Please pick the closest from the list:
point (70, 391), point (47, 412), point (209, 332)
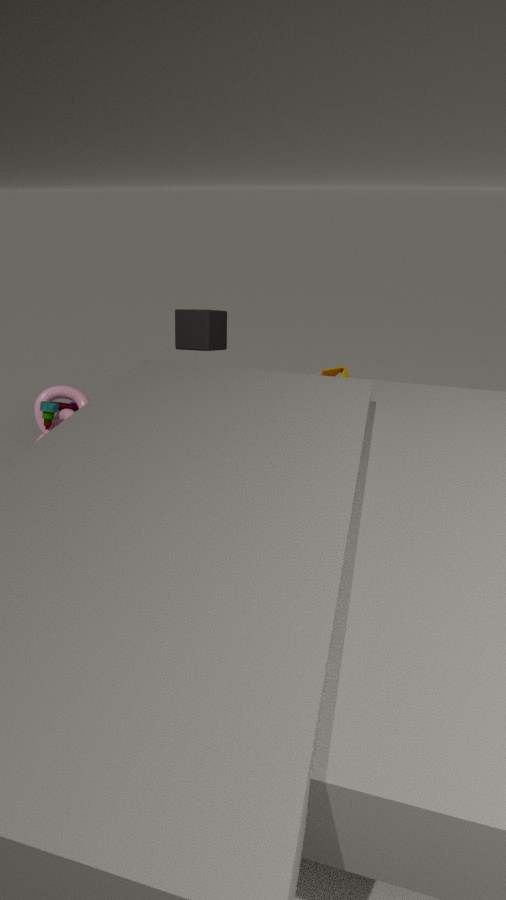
point (209, 332)
